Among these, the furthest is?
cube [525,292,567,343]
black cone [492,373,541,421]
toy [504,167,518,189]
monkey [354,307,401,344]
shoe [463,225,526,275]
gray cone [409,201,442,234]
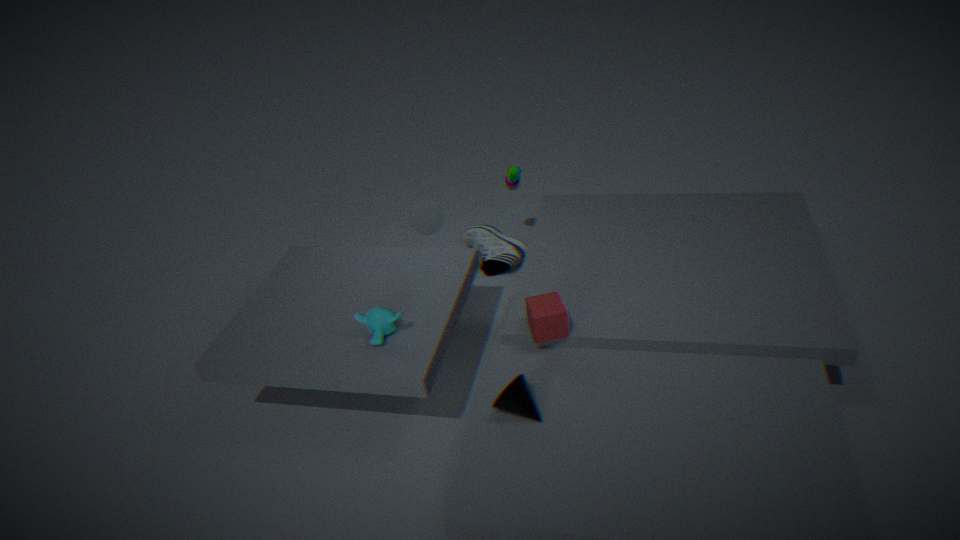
shoe [463,225,526,275]
